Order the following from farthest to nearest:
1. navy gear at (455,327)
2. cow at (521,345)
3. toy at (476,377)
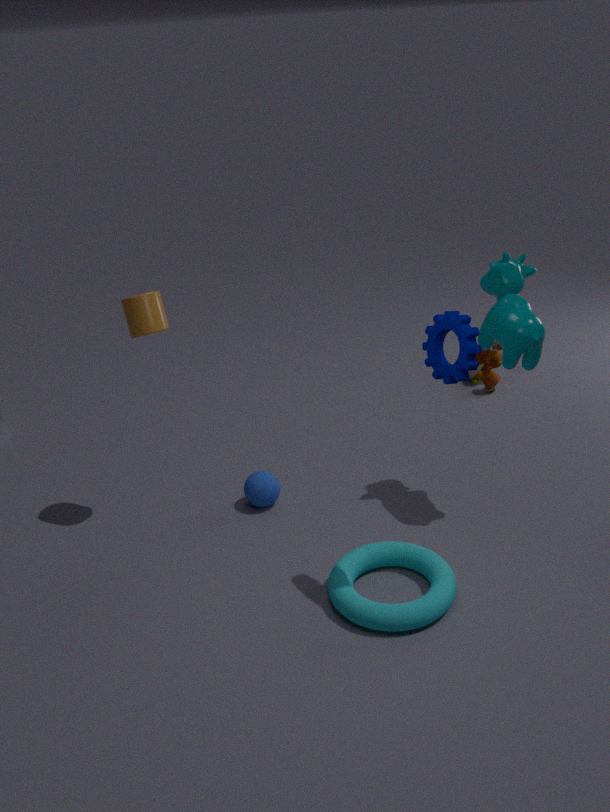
toy at (476,377) → cow at (521,345) → navy gear at (455,327)
